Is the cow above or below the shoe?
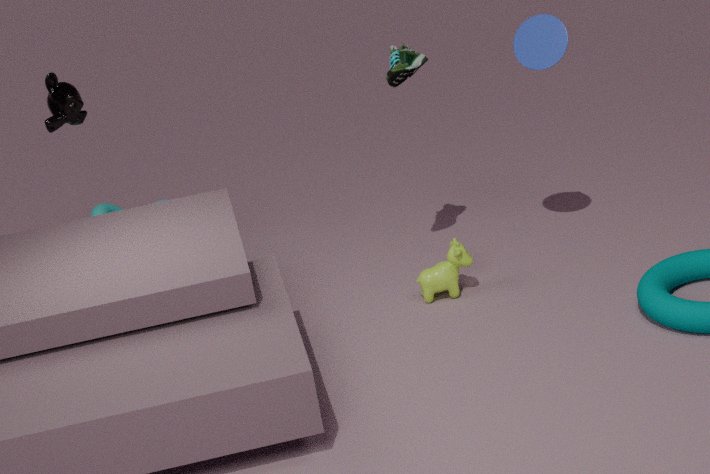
below
